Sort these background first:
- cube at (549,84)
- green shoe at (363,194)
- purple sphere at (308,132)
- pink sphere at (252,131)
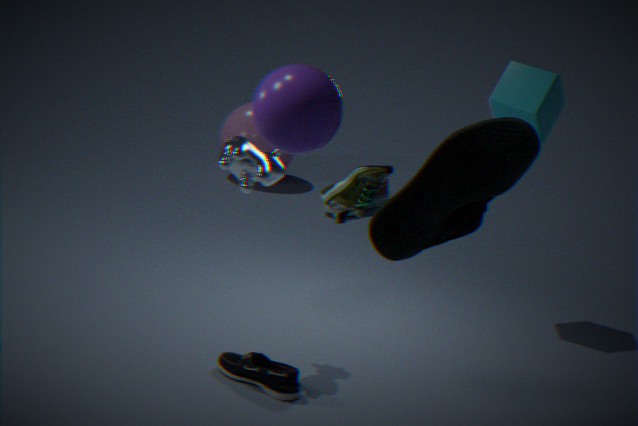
1. pink sphere at (252,131)
2. cube at (549,84)
3. green shoe at (363,194)
4. purple sphere at (308,132)
